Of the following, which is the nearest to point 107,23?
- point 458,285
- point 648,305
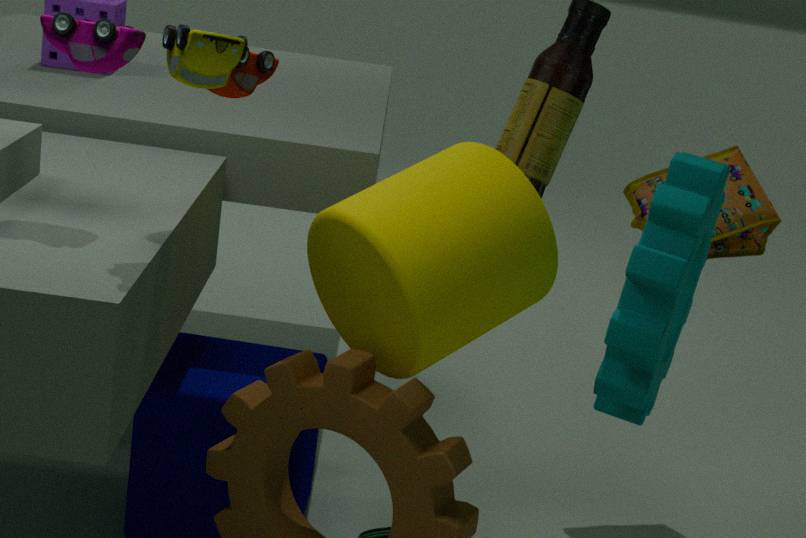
point 458,285
